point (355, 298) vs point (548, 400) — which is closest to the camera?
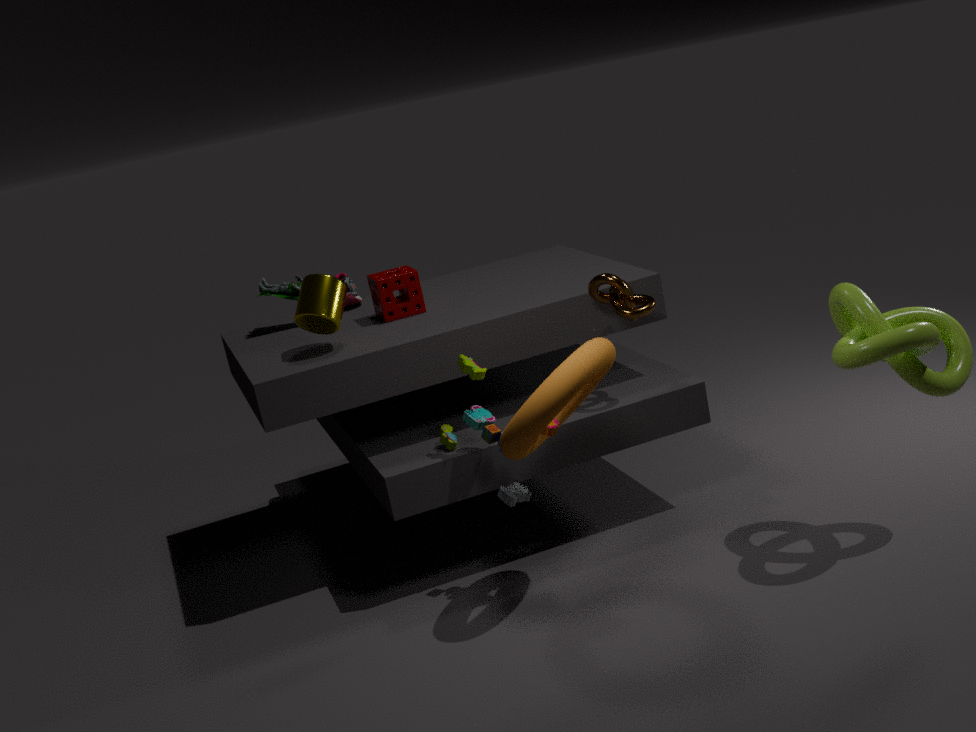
point (548, 400)
